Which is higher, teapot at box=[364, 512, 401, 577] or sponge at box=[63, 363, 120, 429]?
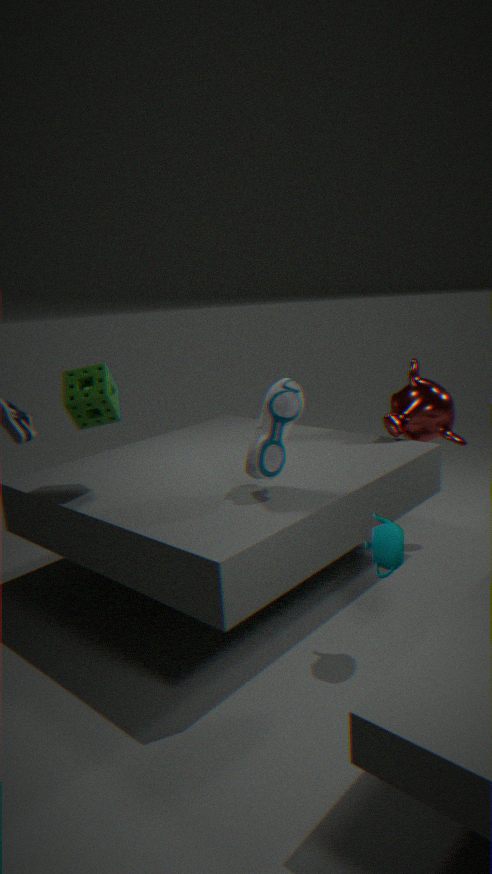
sponge at box=[63, 363, 120, 429]
